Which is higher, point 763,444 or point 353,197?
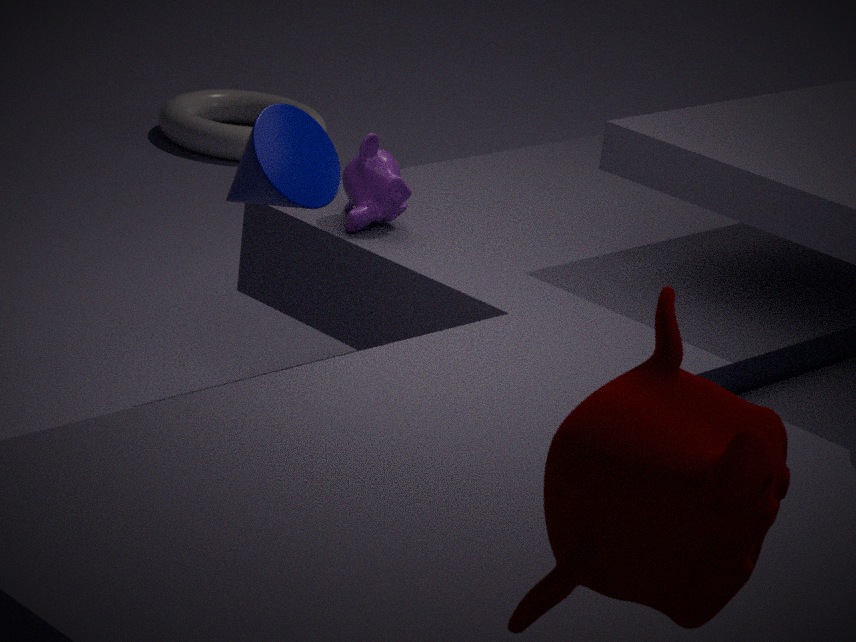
point 763,444
